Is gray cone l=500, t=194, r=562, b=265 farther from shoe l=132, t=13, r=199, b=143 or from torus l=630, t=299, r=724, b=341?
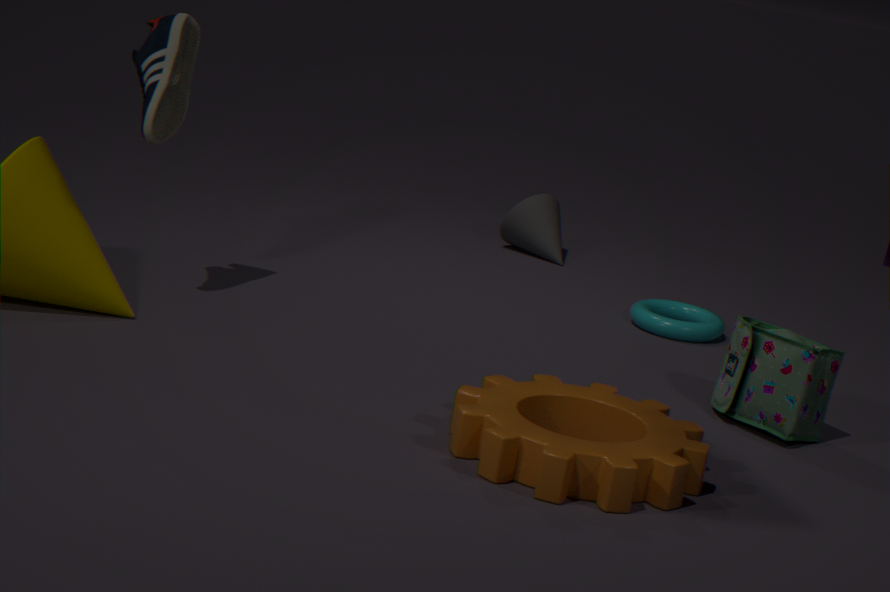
shoe l=132, t=13, r=199, b=143
